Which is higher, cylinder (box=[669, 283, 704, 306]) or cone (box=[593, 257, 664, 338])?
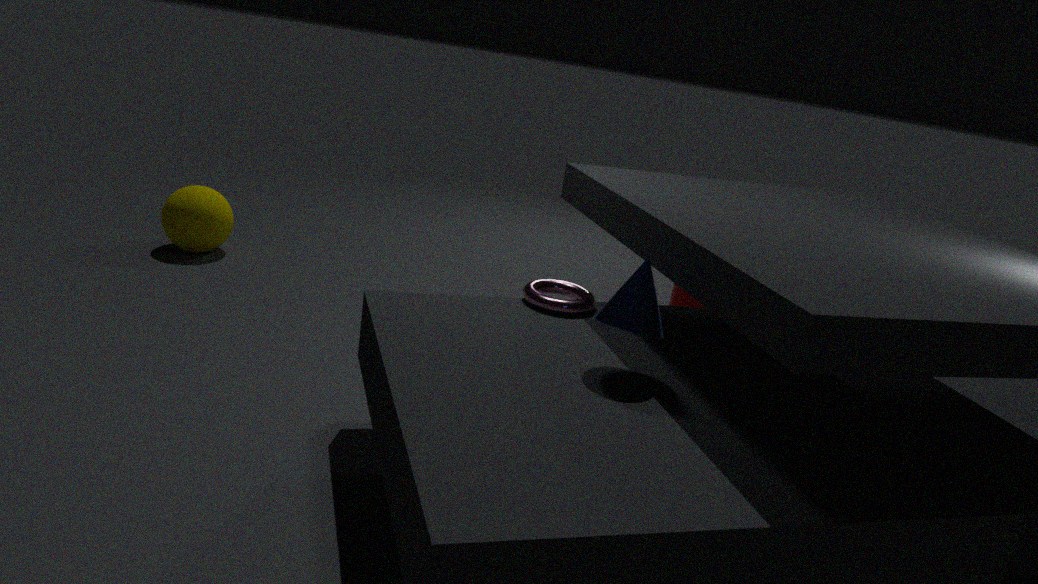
cone (box=[593, 257, 664, 338])
